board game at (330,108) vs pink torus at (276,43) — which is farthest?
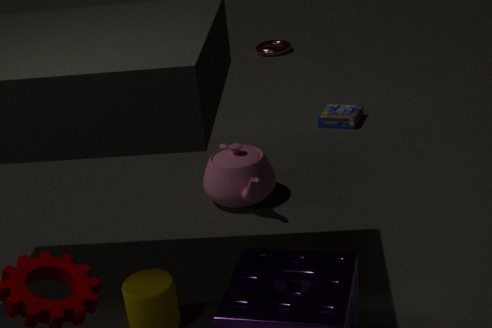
pink torus at (276,43)
